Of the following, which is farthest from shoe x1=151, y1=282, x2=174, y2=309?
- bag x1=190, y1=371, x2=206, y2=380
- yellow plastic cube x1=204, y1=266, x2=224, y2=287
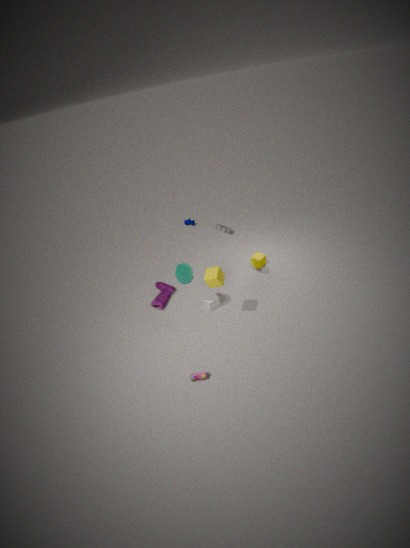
bag x1=190, y1=371, x2=206, y2=380
